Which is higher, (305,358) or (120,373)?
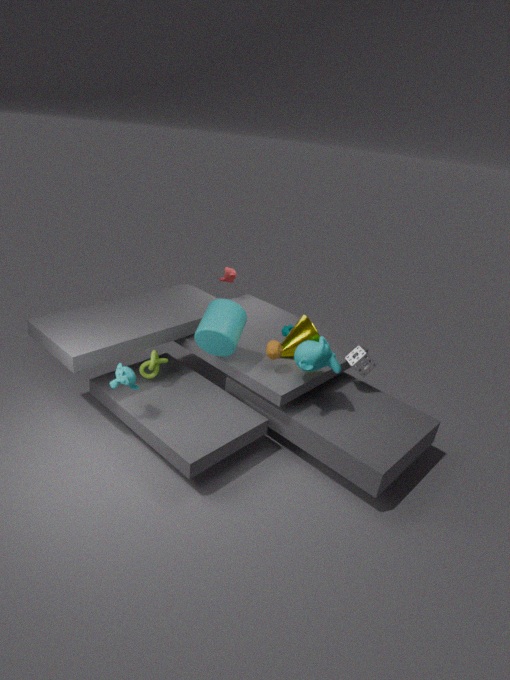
(305,358)
